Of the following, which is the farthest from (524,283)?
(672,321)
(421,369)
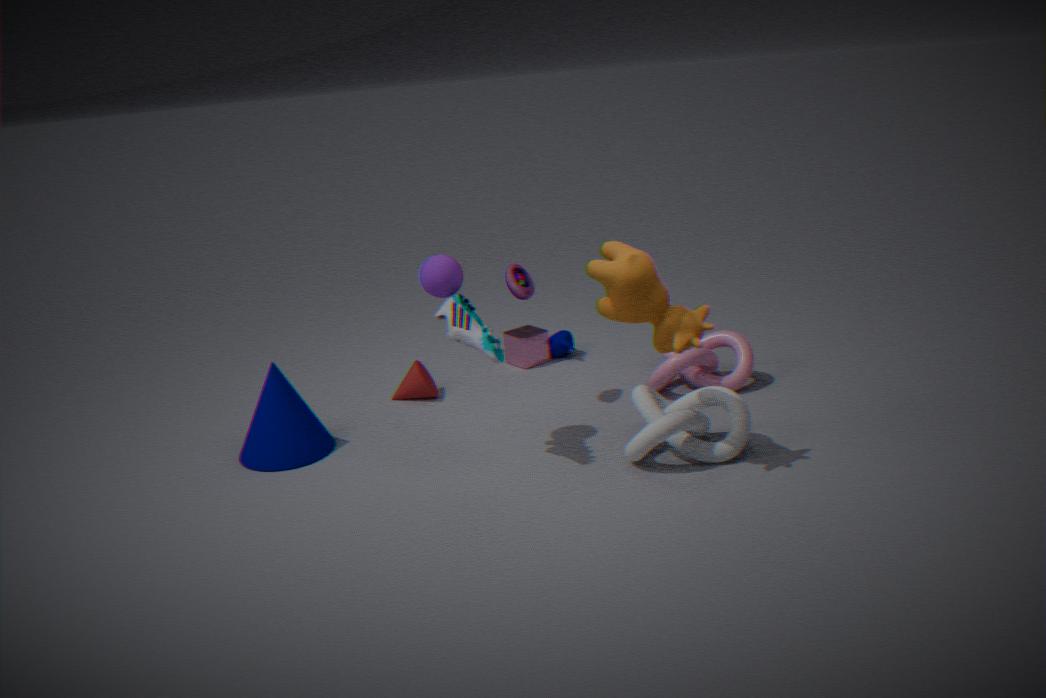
(672,321)
